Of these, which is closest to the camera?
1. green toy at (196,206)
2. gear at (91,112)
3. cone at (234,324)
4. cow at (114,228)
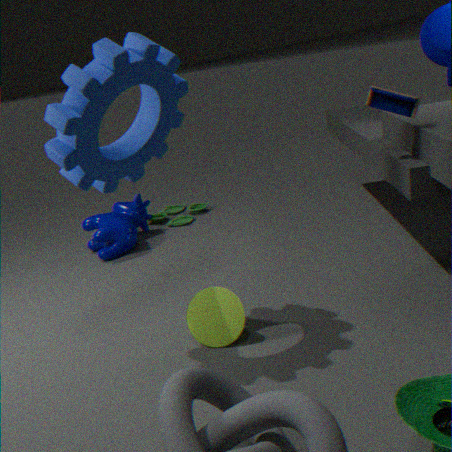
gear at (91,112)
